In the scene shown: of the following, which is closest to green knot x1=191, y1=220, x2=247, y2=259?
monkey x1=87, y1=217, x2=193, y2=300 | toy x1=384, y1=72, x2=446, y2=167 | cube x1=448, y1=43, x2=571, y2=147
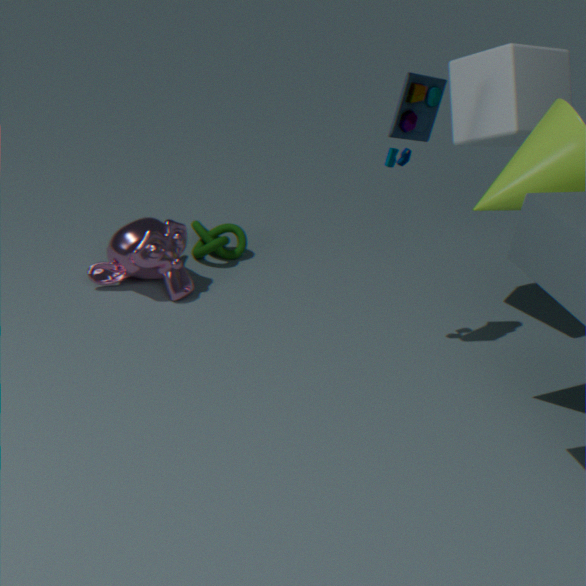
monkey x1=87, y1=217, x2=193, y2=300
